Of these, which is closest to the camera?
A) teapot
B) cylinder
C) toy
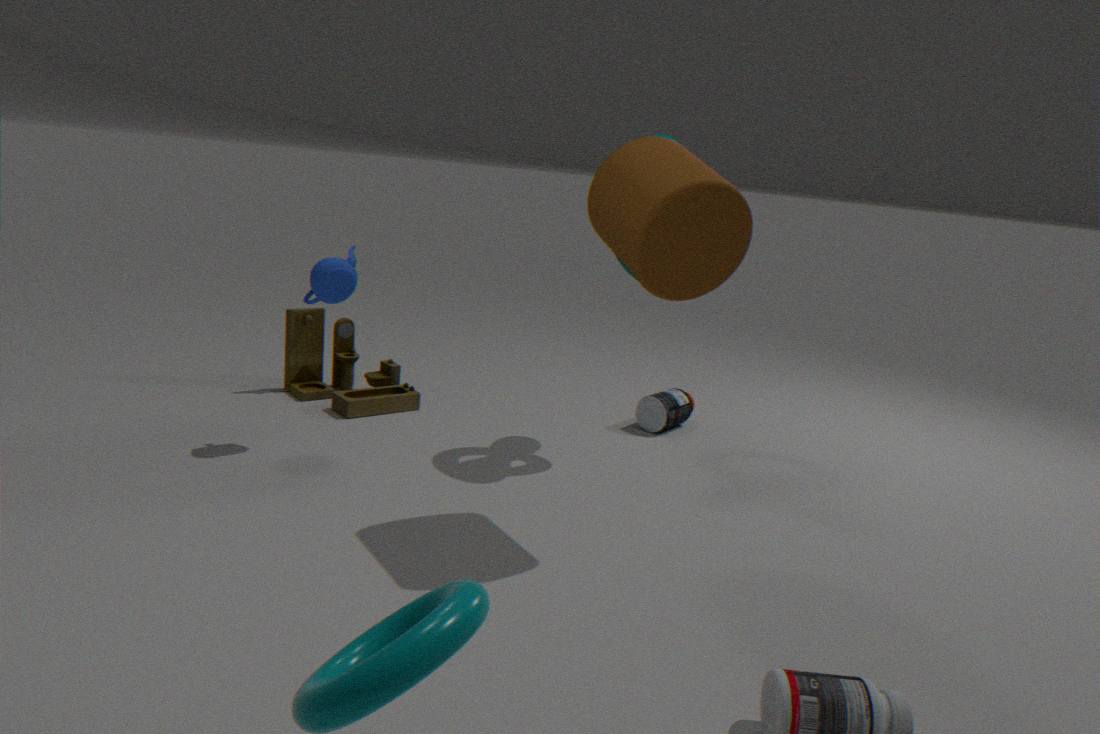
cylinder
